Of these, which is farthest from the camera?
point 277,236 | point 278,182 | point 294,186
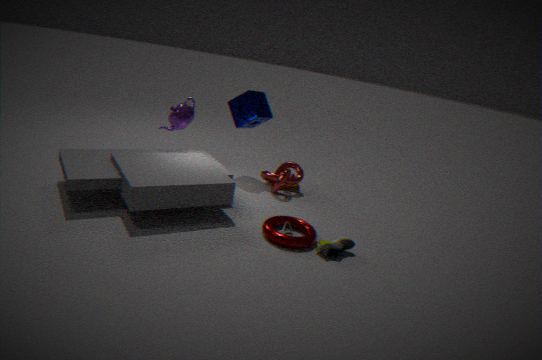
point 294,186
